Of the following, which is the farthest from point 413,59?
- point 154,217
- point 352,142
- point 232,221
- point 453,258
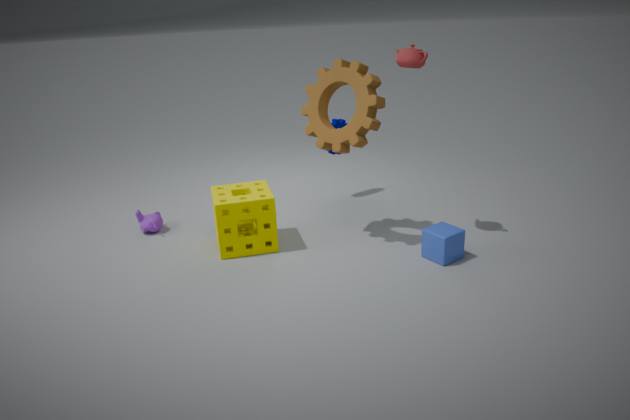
point 154,217
